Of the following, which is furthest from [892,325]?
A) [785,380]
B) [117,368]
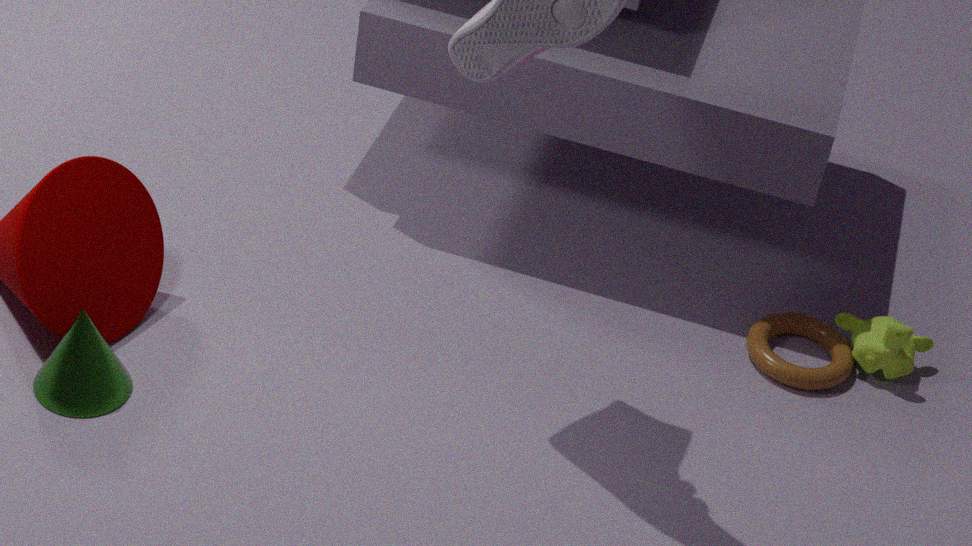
[117,368]
